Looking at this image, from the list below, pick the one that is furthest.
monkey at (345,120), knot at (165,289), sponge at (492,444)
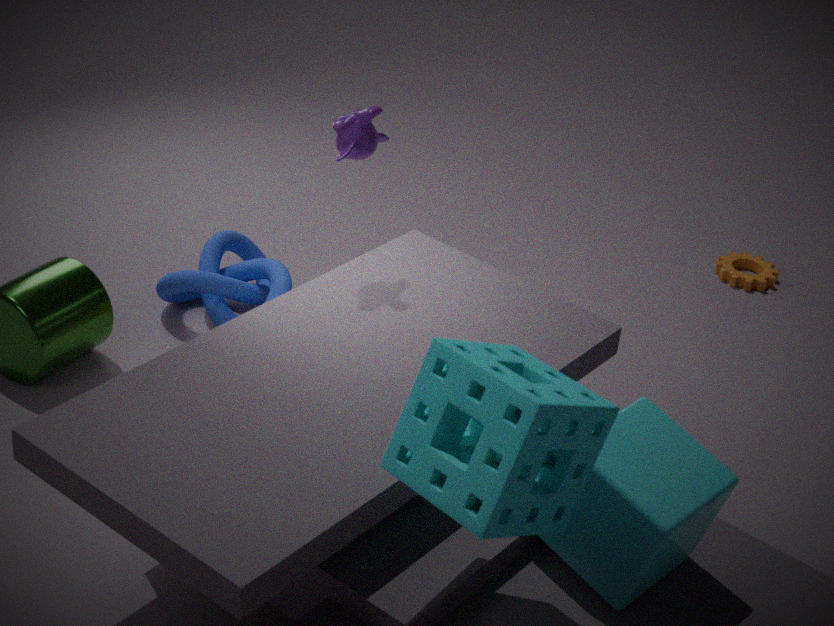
knot at (165,289)
